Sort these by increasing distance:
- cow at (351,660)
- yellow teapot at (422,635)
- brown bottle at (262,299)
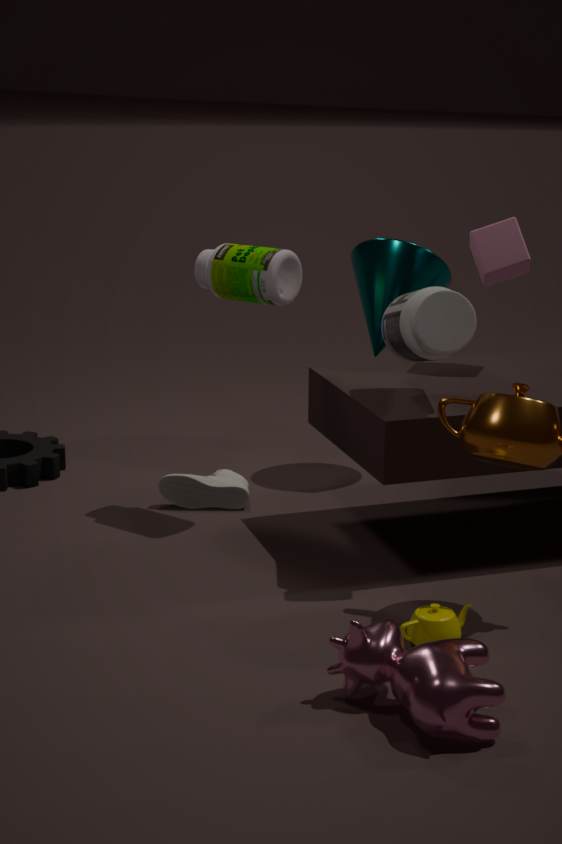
cow at (351,660) → yellow teapot at (422,635) → brown bottle at (262,299)
